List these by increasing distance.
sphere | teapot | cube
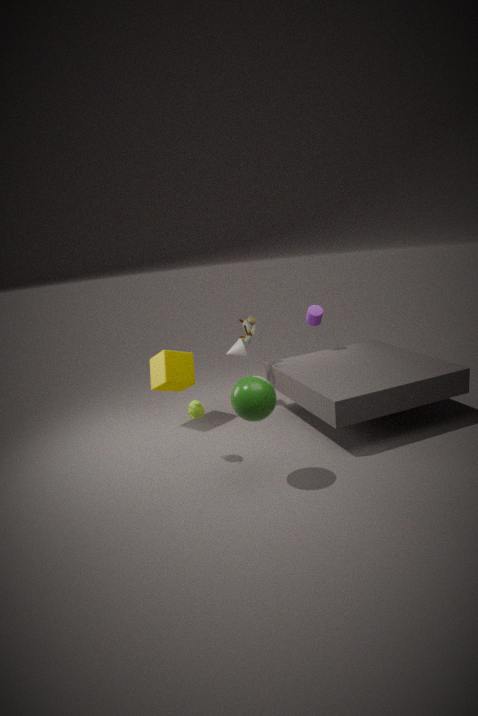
sphere → teapot → cube
